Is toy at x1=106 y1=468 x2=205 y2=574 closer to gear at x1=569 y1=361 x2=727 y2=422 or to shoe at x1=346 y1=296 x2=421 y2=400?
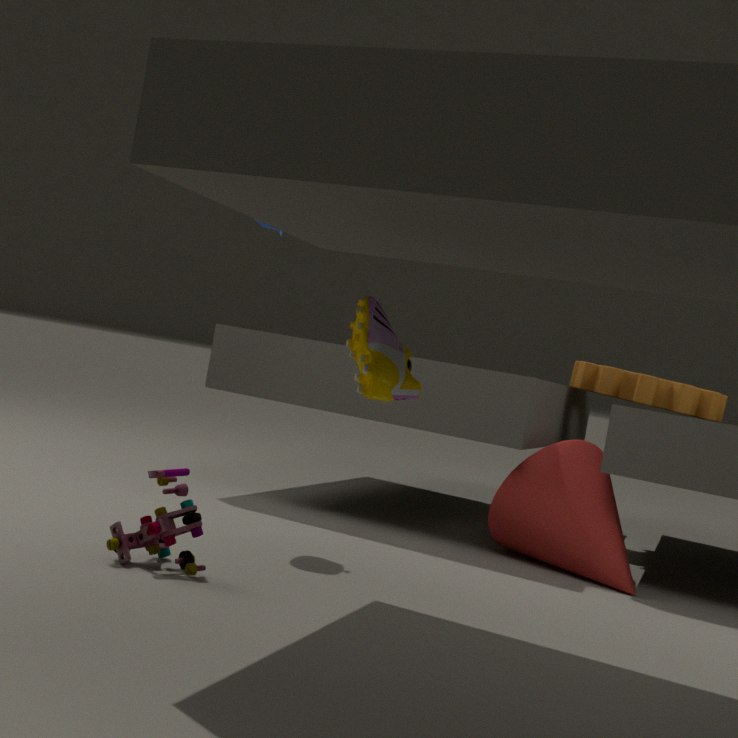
shoe at x1=346 y1=296 x2=421 y2=400
